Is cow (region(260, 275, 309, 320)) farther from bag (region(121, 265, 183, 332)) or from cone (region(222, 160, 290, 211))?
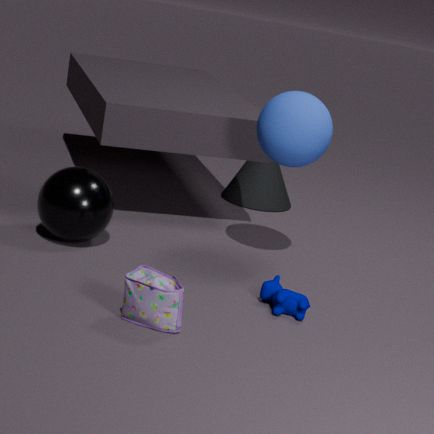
cone (region(222, 160, 290, 211))
